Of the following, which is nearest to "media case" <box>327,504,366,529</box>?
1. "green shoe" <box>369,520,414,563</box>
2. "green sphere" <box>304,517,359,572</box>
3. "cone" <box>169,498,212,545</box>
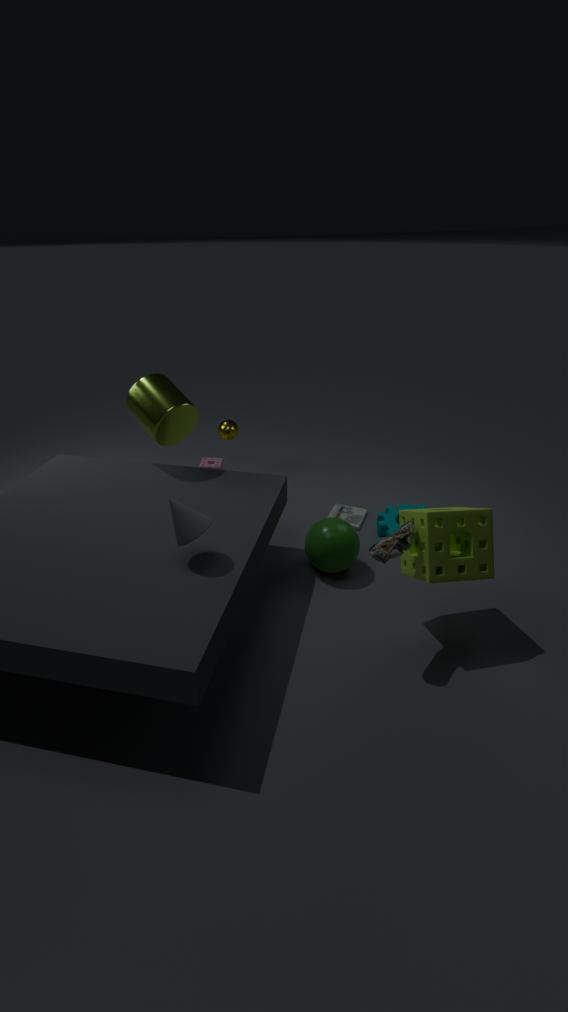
"green sphere" <box>304,517,359,572</box>
